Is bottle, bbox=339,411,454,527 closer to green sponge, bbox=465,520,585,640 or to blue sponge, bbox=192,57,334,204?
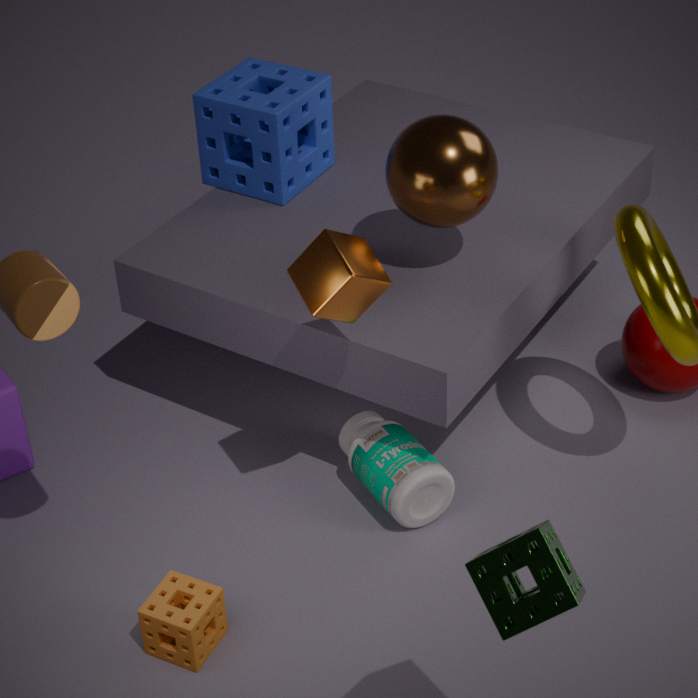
blue sponge, bbox=192,57,334,204
